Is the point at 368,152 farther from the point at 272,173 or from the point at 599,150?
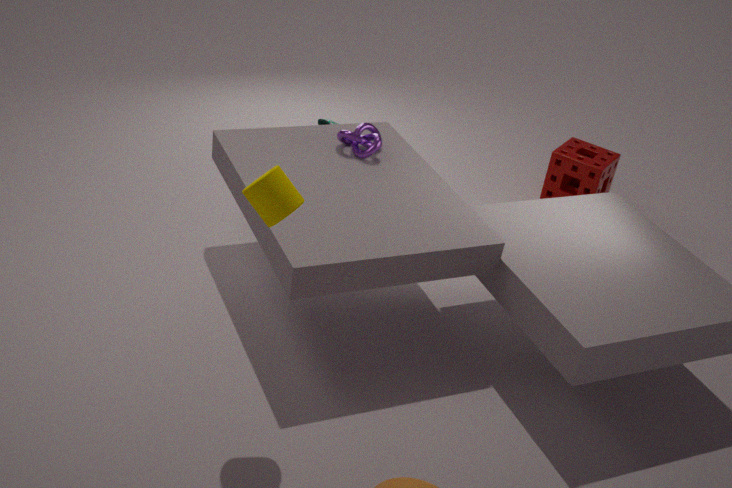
the point at 599,150
